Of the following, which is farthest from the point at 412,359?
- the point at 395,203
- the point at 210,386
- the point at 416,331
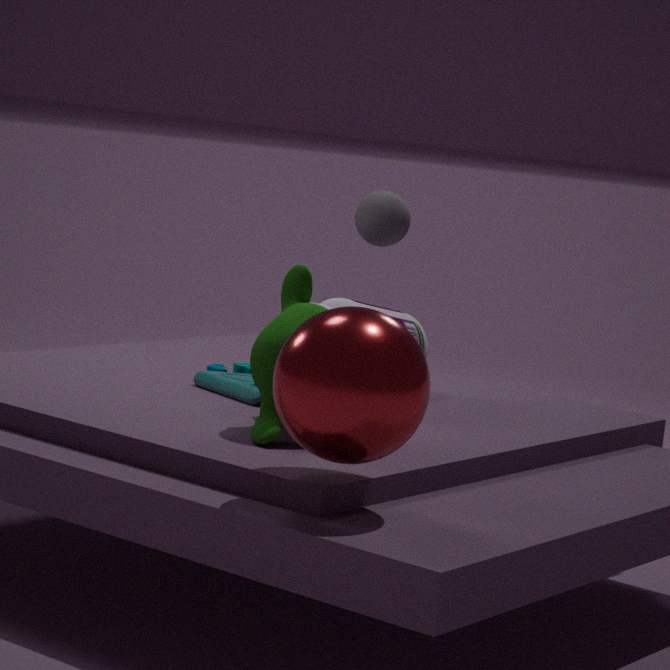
the point at 395,203
